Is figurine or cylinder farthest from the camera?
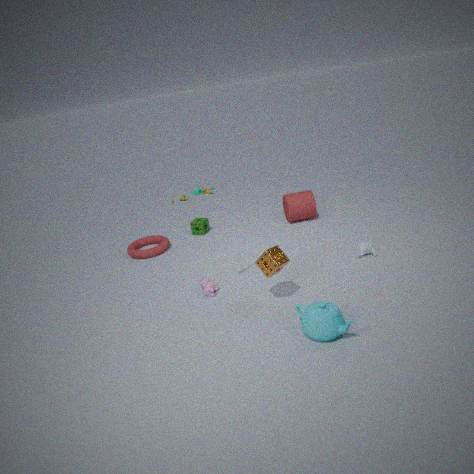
cylinder
